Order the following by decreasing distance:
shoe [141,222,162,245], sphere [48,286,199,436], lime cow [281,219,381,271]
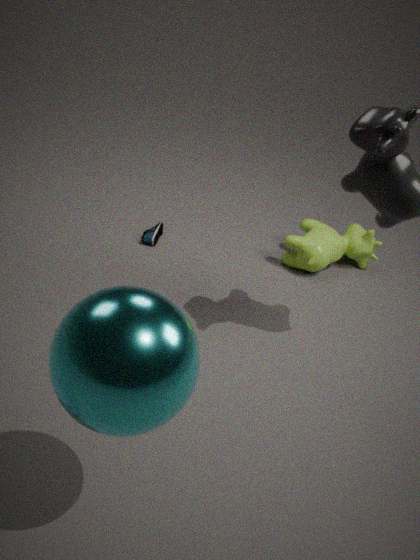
shoe [141,222,162,245], lime cow [281,219,381,271], sphere [48,286,199,436]
